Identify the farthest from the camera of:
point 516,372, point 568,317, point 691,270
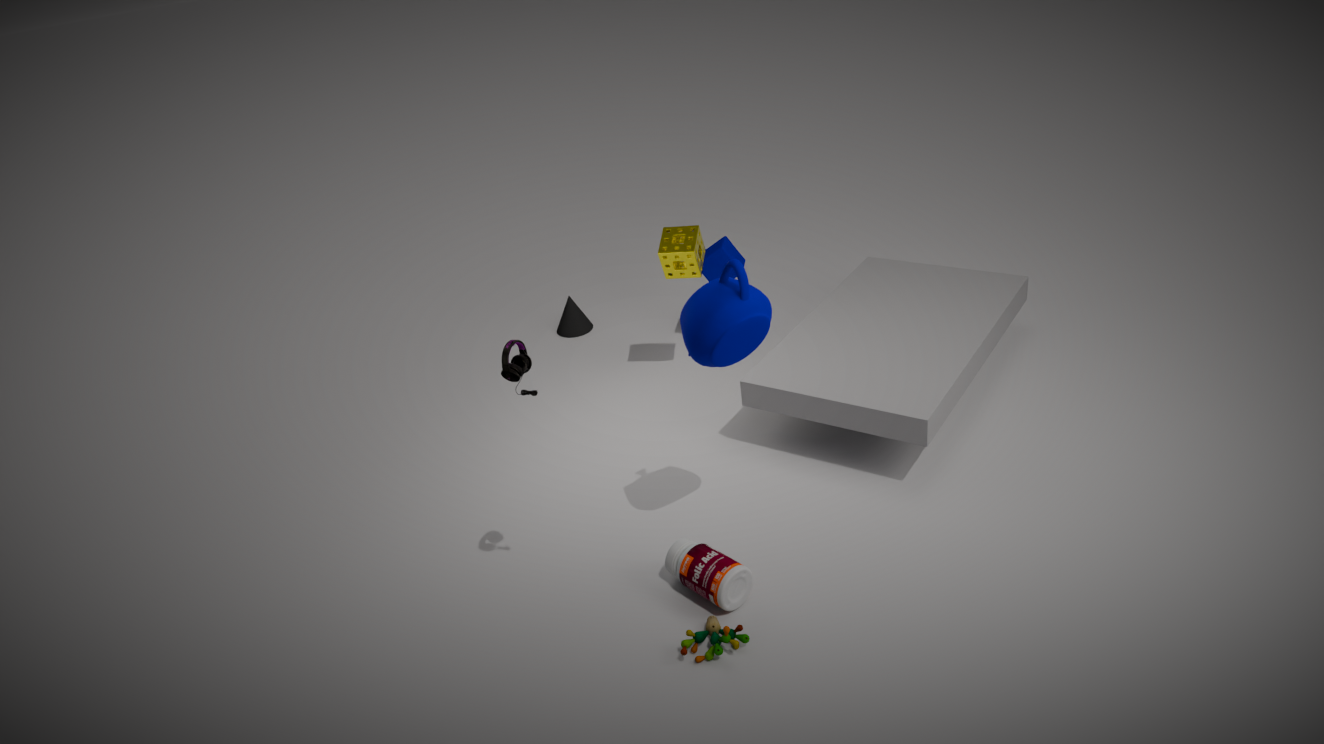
point 568,317
